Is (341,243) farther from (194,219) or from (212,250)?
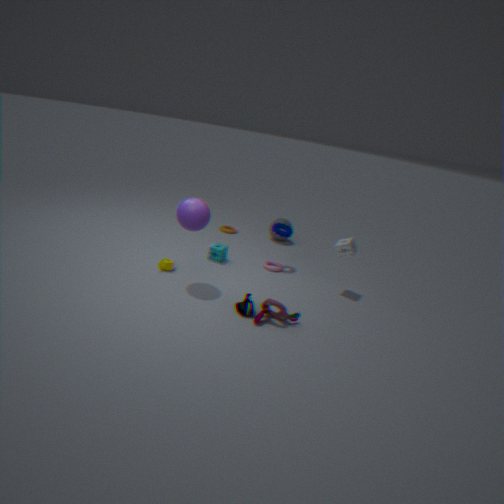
(194,219)
